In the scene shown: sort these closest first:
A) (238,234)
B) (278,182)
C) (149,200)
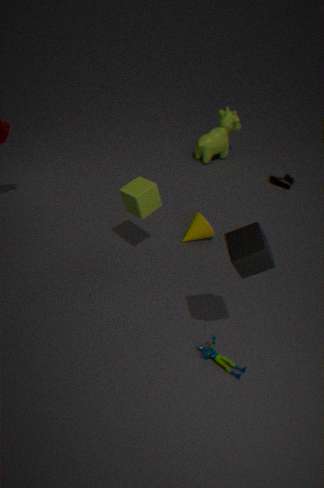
(238,234) < (149,200) < (278,182)
